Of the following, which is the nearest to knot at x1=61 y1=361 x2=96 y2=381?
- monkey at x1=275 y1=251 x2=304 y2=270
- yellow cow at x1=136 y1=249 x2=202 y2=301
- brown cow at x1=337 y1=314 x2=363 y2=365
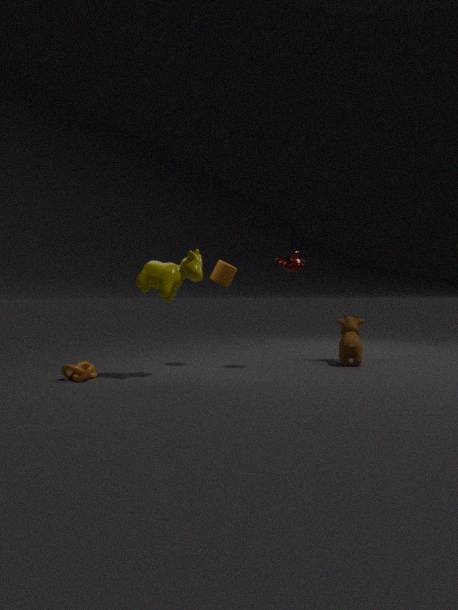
yellow cow at x1=136 y1=249 x2=202 y2=301
